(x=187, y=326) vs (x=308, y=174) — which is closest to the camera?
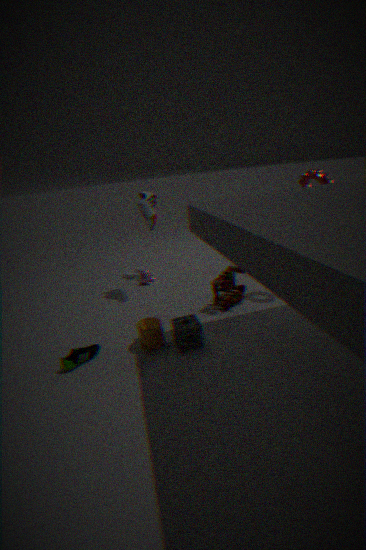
(x=187, y=326)
